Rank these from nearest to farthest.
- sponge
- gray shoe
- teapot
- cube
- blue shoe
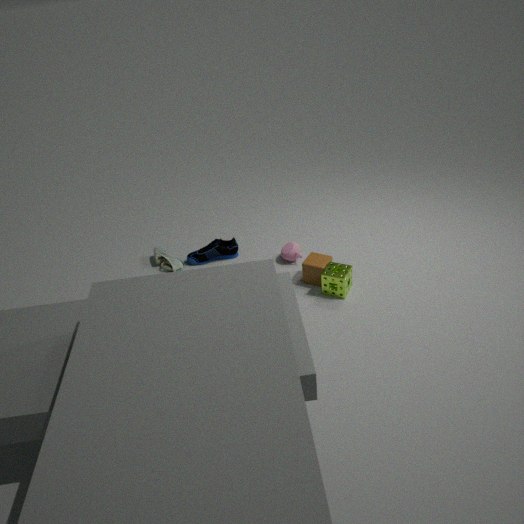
sponge, cube, teapot, gray shoe, blue shoe
